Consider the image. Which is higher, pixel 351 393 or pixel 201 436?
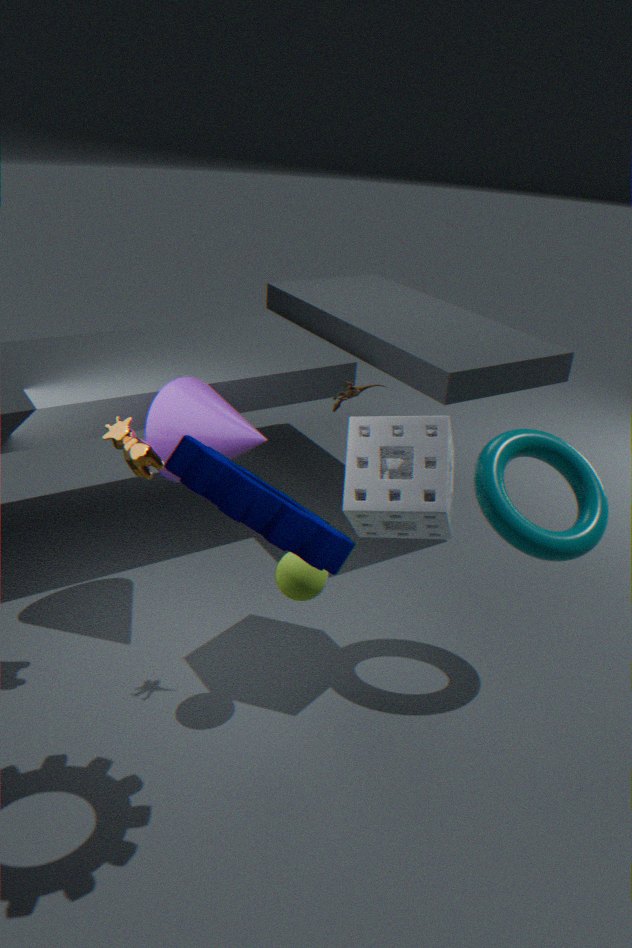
pixel 351 393
